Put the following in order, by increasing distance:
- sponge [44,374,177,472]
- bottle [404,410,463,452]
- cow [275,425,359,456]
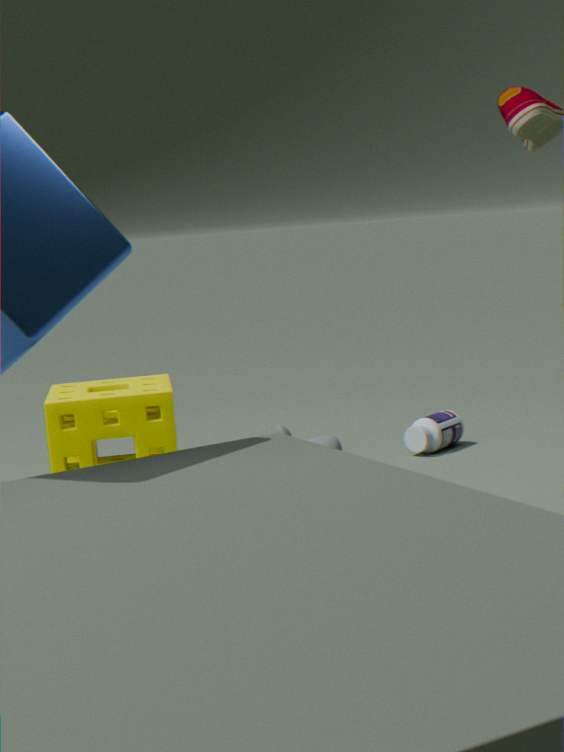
cow [275,425,359,456]
sponge [44,374,177,472]
bottle [404,410,463,452]
